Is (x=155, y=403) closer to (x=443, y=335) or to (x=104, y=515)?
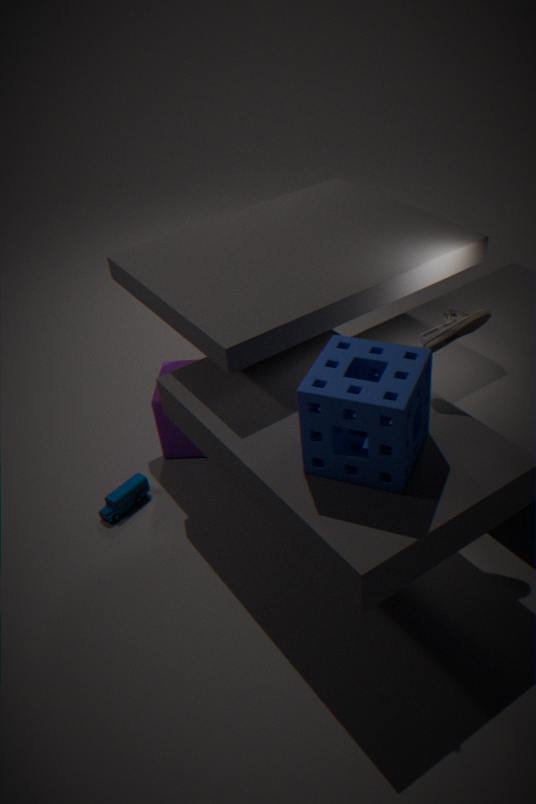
(x=104, y=515)
